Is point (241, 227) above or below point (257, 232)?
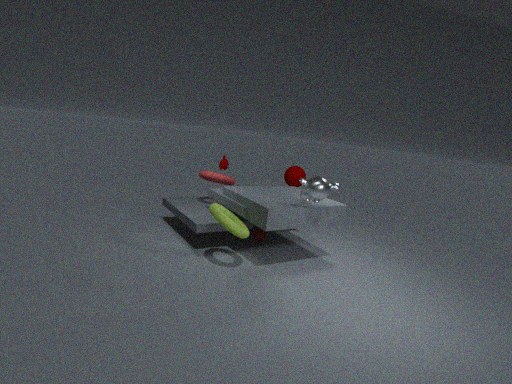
above
